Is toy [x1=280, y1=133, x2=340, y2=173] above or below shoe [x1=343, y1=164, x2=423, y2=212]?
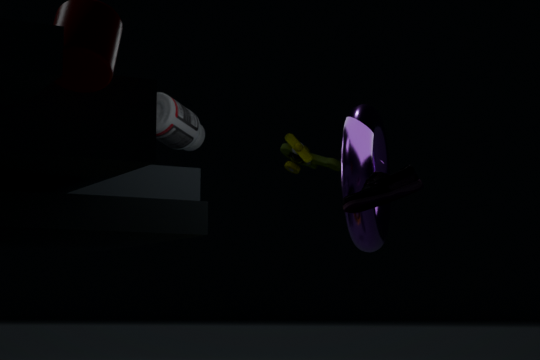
above
